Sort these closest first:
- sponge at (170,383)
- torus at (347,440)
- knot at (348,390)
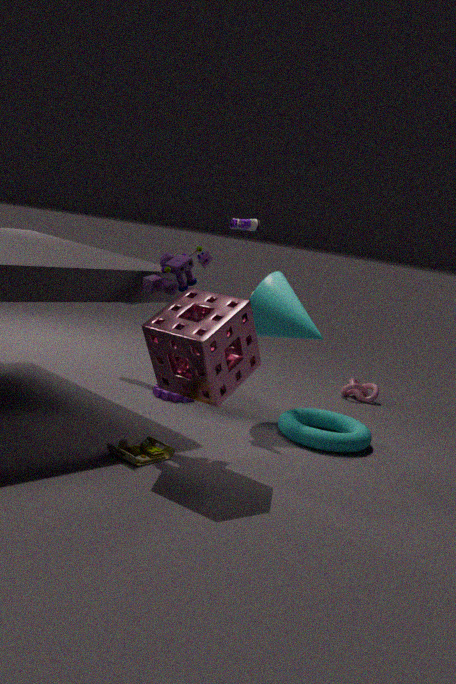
1. sponge at (170,383)
2. torus at (347,440)
3. knot at (348,390)
